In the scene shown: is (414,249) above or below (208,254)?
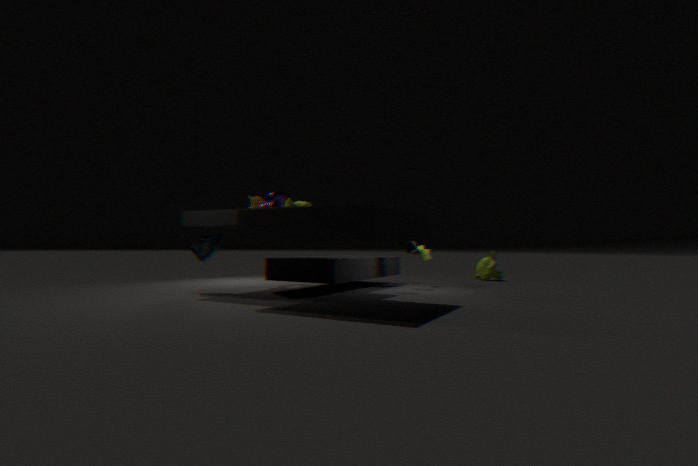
above
